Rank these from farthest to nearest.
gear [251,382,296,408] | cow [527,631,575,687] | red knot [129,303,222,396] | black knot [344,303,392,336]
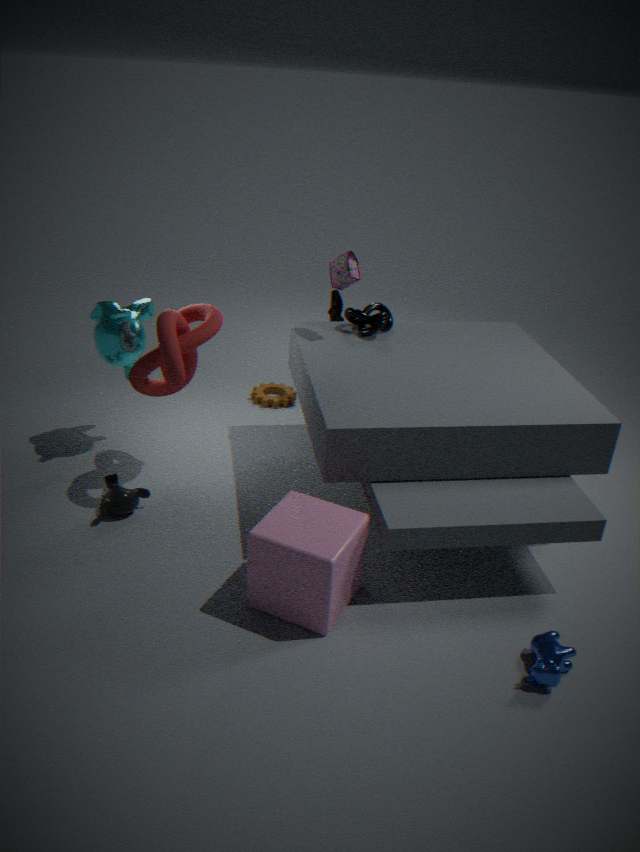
gear [251,382,296,408], black knot [344,303,392,336], red knot [129,303,222,396], cow [527,631,575,687]
